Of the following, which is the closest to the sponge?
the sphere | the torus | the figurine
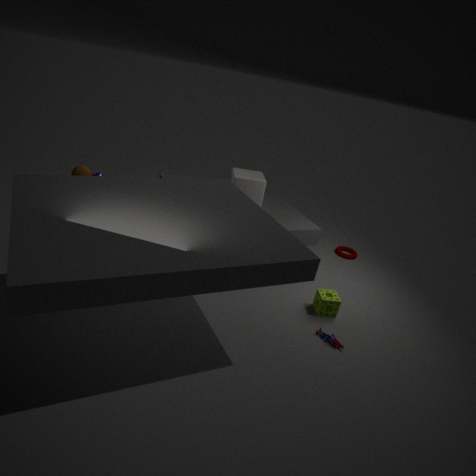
the figurine
